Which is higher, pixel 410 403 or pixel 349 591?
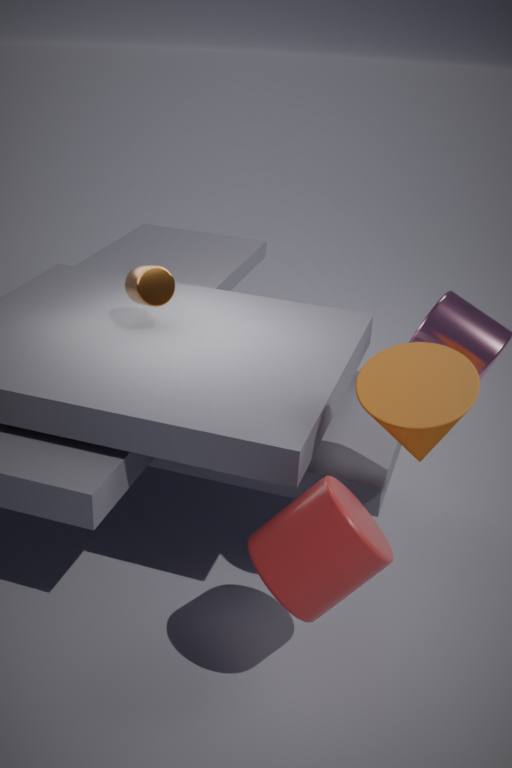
pixel 410 403
